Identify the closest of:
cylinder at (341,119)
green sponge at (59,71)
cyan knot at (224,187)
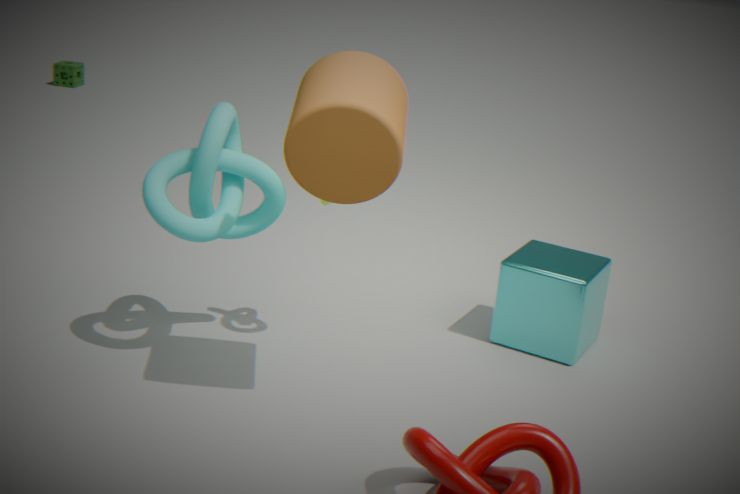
cylinder at (341,119)
